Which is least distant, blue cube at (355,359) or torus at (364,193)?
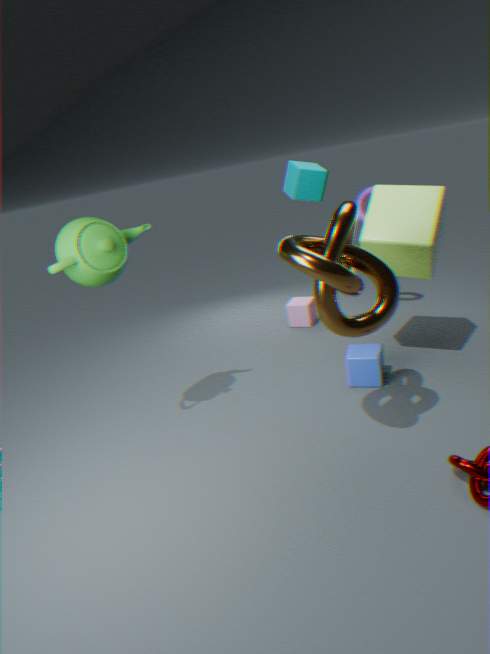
blue cube at (355,359)
